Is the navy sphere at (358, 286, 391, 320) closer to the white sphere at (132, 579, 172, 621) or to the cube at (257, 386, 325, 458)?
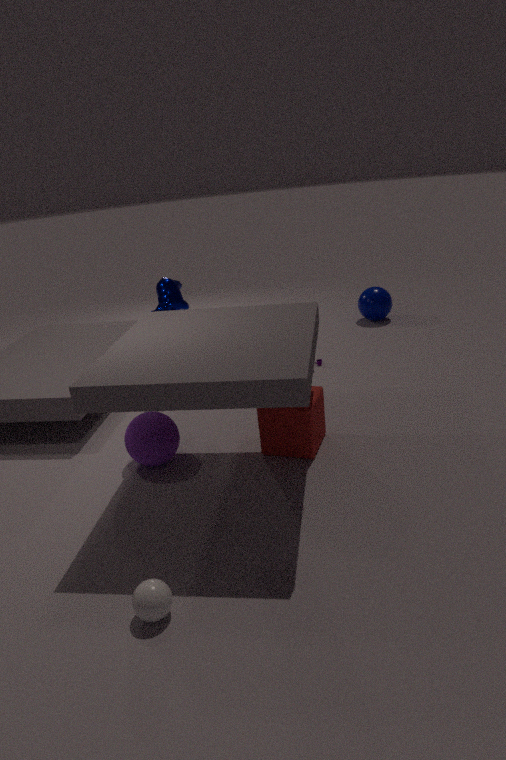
the cube at (257, 386, 325, 458)
